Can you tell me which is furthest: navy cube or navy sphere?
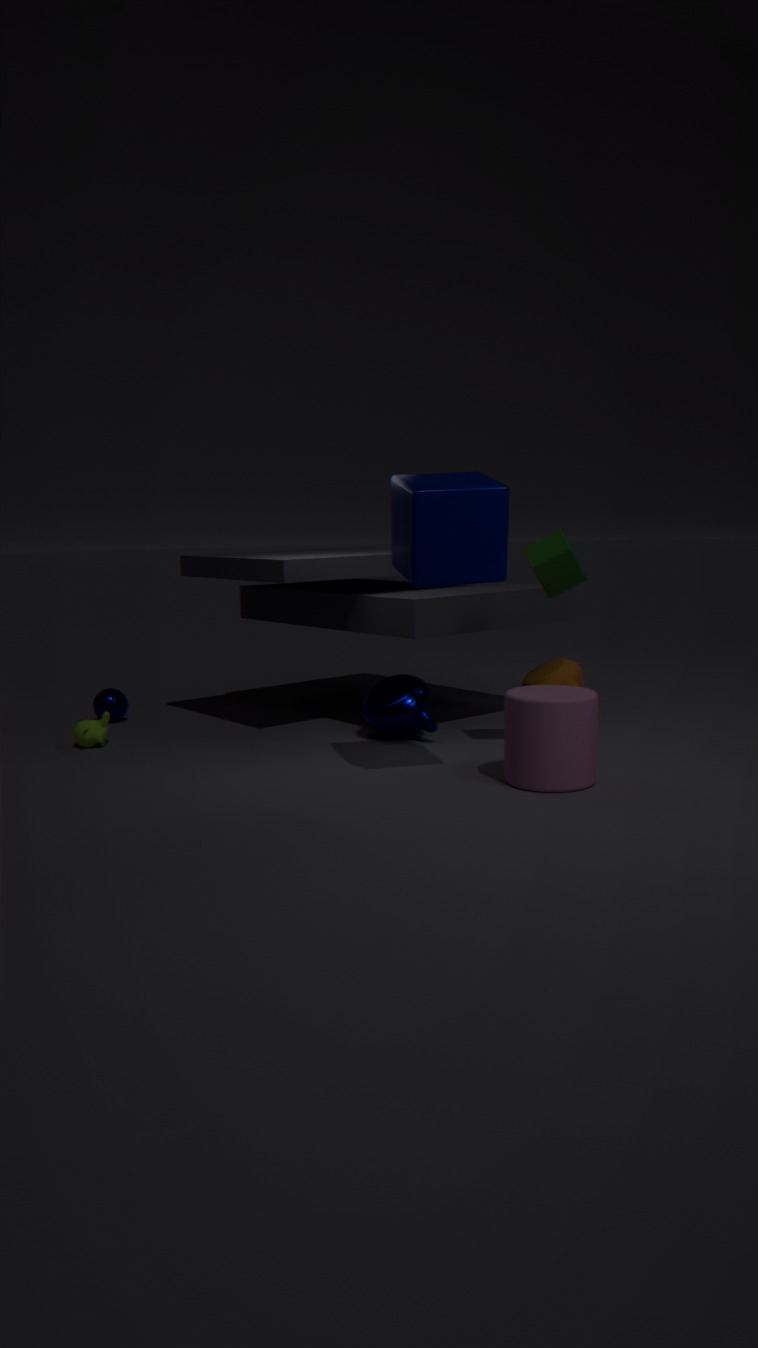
navy sphere
